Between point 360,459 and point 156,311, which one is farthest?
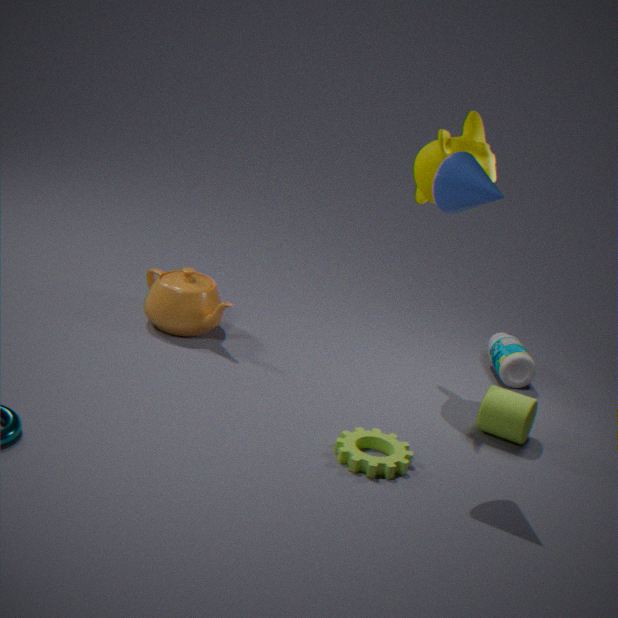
point 156,311
